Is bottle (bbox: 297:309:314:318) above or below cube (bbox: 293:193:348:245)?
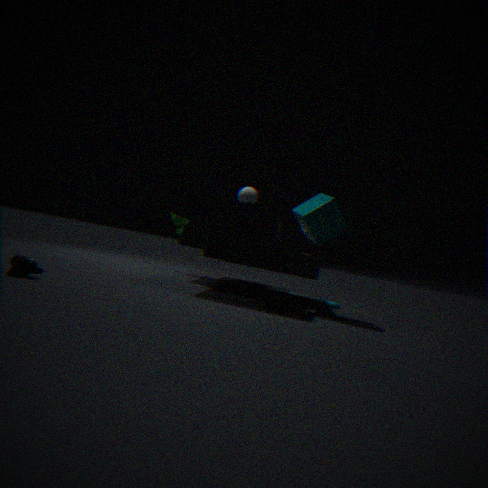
below
